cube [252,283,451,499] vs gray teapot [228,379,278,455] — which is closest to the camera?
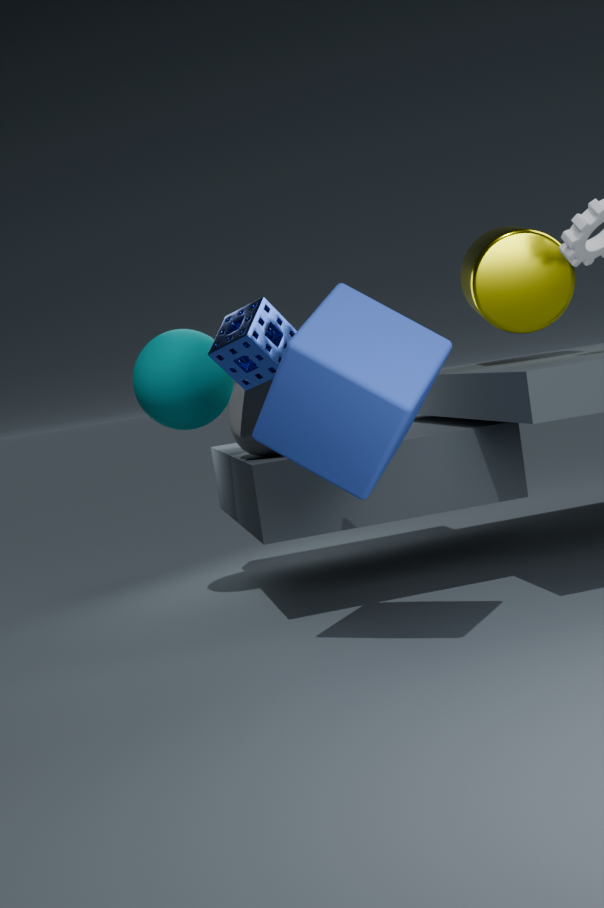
cube [252,283,451,499]
